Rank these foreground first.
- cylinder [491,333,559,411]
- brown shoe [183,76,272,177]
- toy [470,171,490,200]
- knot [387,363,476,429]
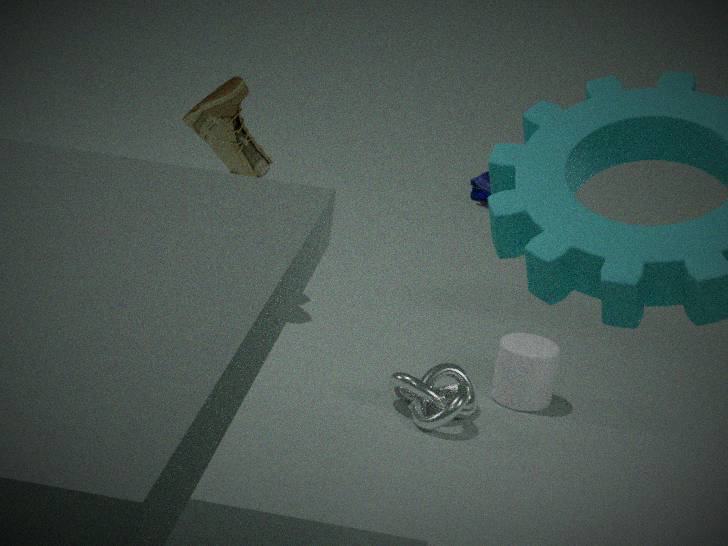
knot [387,363,476,429]
cylinder [491,333,559,411]
brown shoe [183,76,272,177]
toy [470,171,490,200]
